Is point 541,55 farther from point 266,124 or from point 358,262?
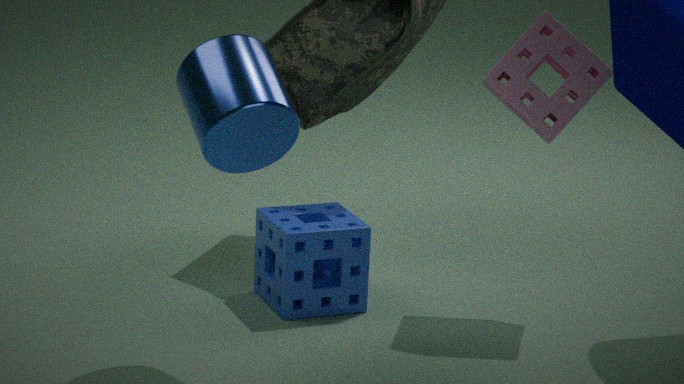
point 266,124
